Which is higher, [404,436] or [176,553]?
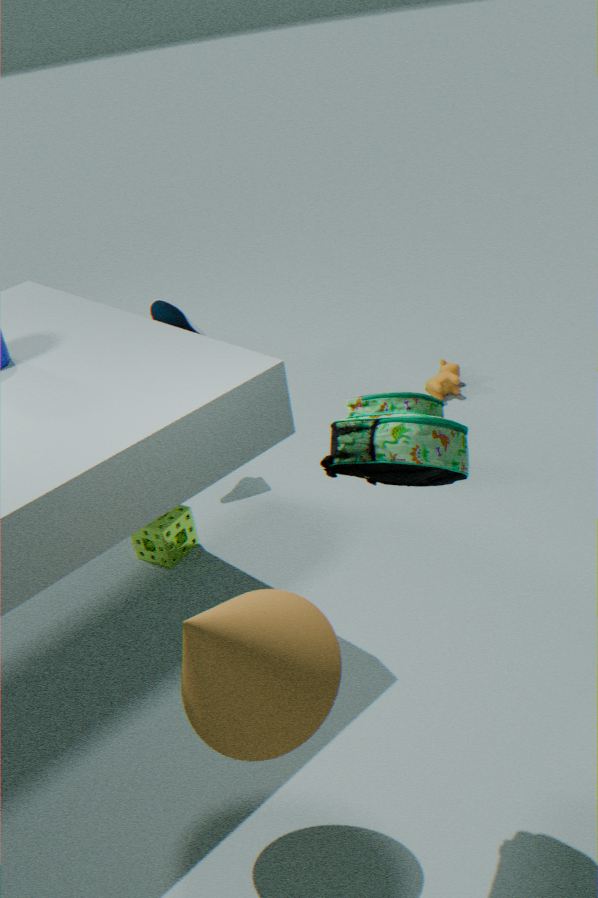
[404,436]
